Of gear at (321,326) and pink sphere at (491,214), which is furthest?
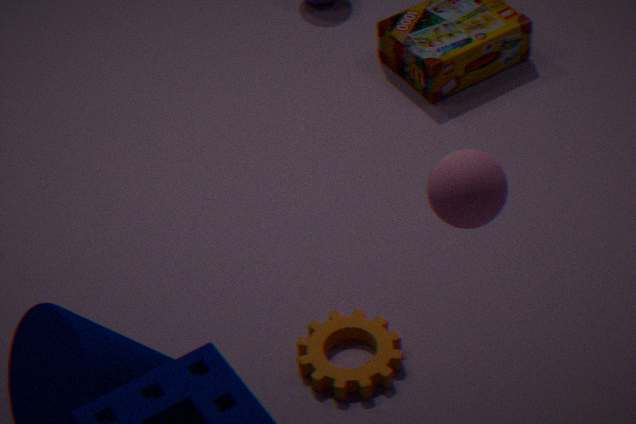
gear at (321,326)
